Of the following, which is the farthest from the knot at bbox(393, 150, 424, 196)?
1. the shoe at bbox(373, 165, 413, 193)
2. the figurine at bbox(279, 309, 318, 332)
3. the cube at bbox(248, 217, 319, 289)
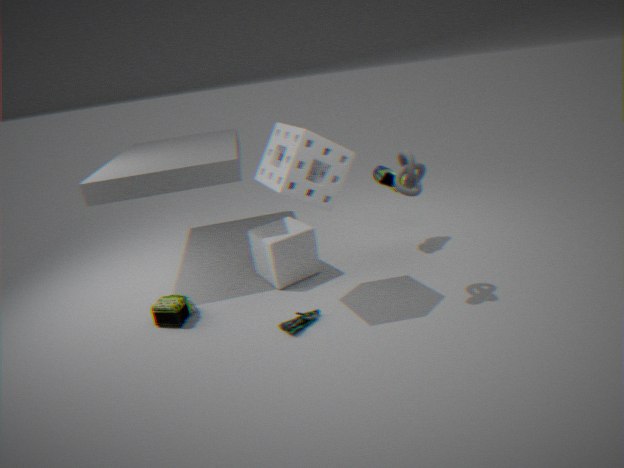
the figurine at bbox(279, 309, 318, 332)
